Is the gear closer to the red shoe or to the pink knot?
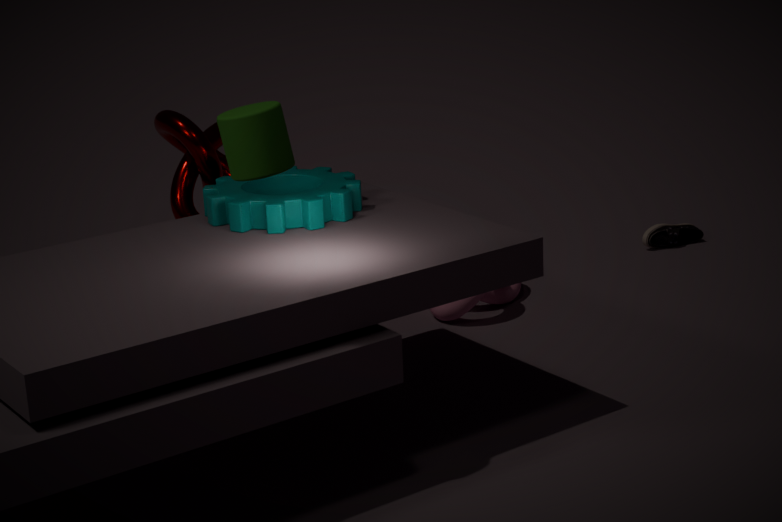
the pink knot
